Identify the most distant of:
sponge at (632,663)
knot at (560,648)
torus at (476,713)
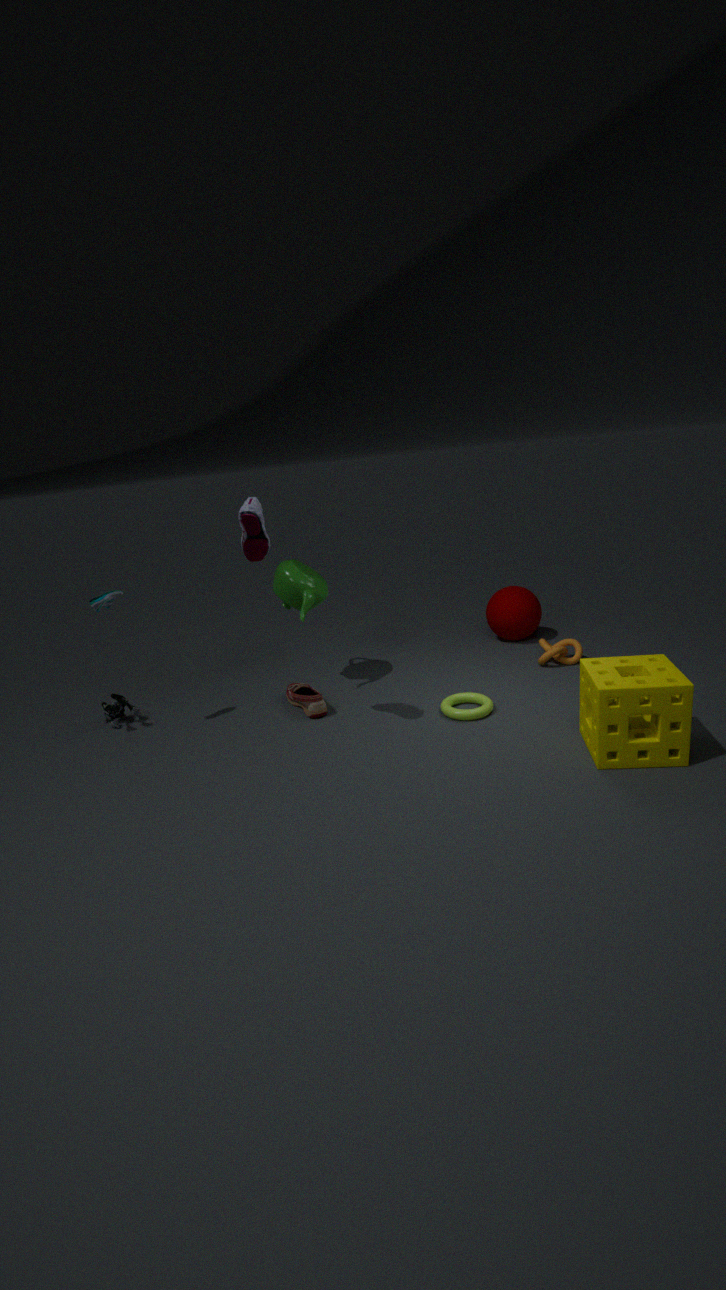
knot at (560,648)
